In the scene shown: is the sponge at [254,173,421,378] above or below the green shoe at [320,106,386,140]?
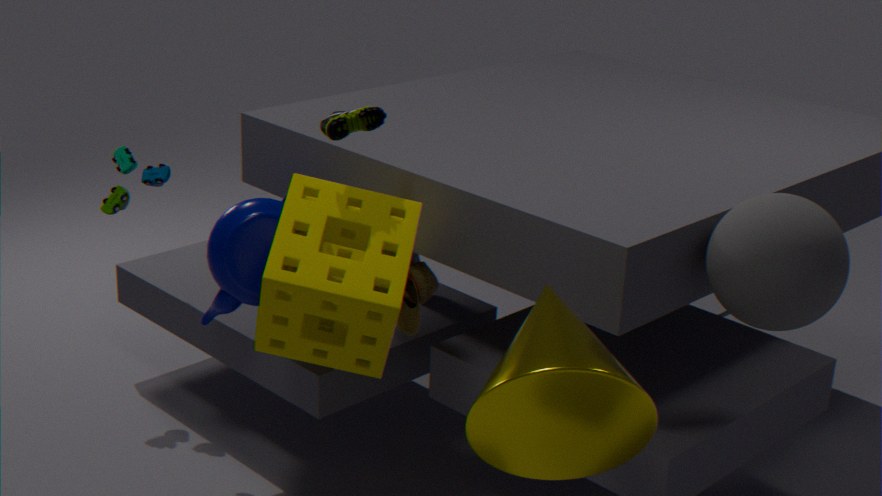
below
